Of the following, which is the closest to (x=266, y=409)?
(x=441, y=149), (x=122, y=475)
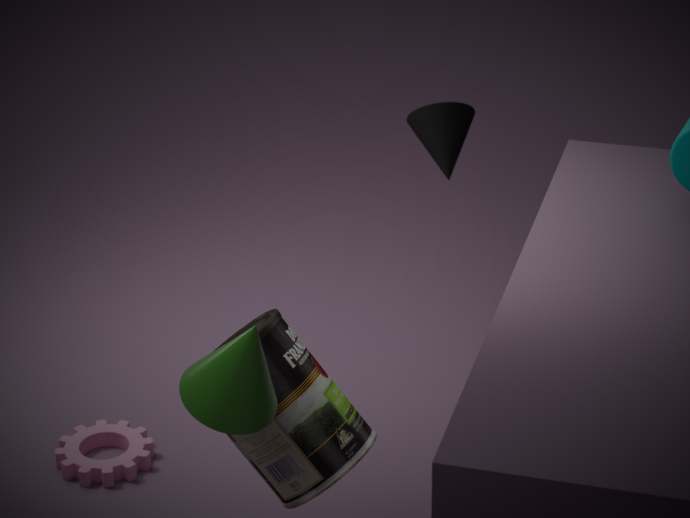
(x=122, y=475)
